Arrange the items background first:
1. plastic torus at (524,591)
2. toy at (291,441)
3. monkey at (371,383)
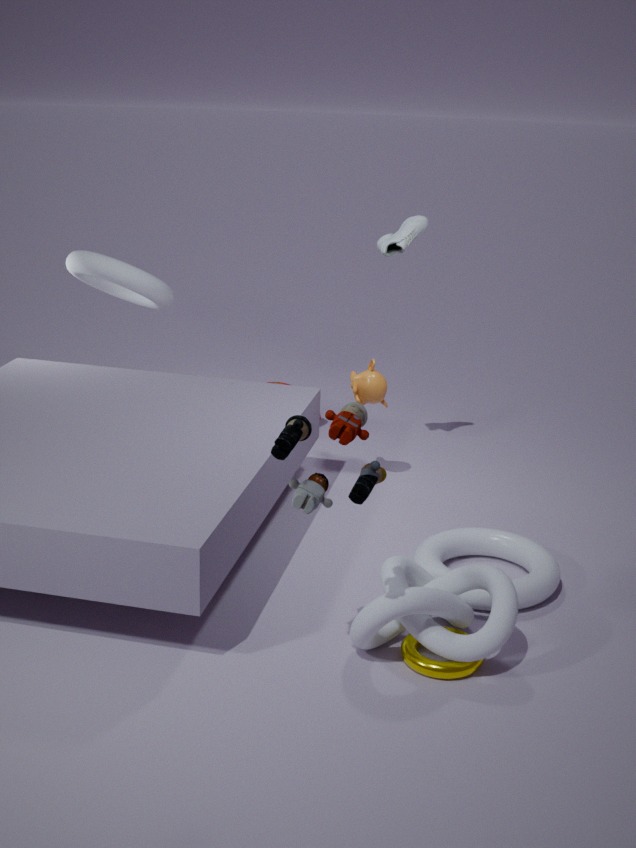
Result: monkey at (371,383) < plastic torus at (524,591) < toy at (291,441)
